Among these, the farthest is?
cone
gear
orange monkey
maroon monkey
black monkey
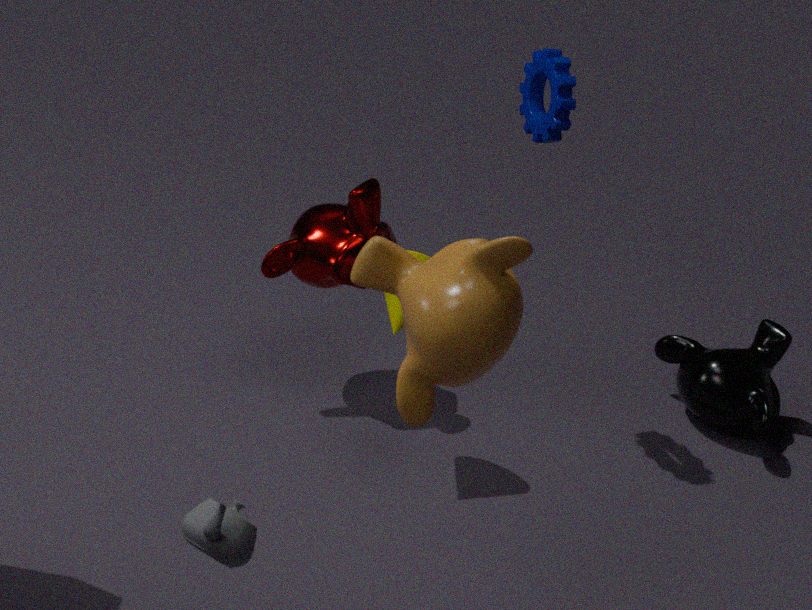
black monkey
